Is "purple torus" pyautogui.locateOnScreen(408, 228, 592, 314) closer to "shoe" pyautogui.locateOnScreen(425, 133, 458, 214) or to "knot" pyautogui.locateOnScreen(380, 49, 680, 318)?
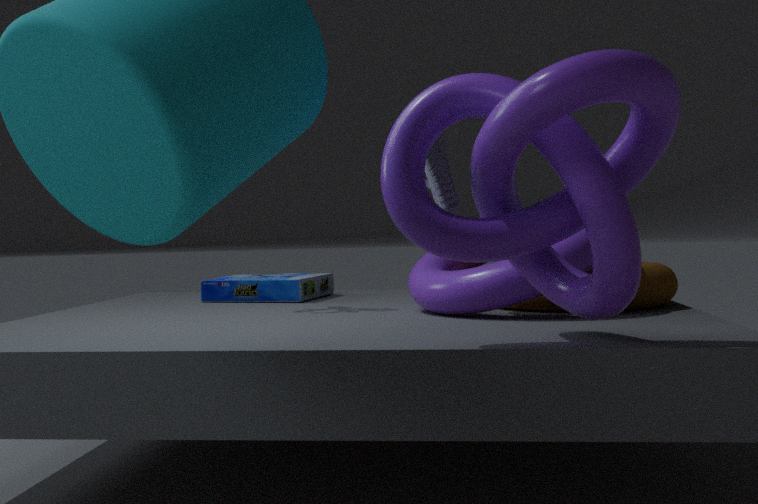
"shoe" pyautogui.locateOnScreen(425, 133, 458, 214)
